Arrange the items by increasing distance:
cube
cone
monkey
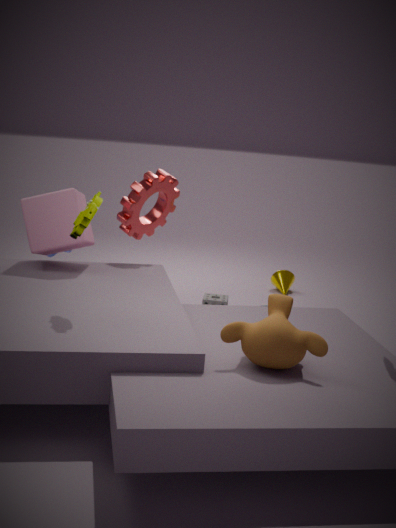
monkey
cube
cone
